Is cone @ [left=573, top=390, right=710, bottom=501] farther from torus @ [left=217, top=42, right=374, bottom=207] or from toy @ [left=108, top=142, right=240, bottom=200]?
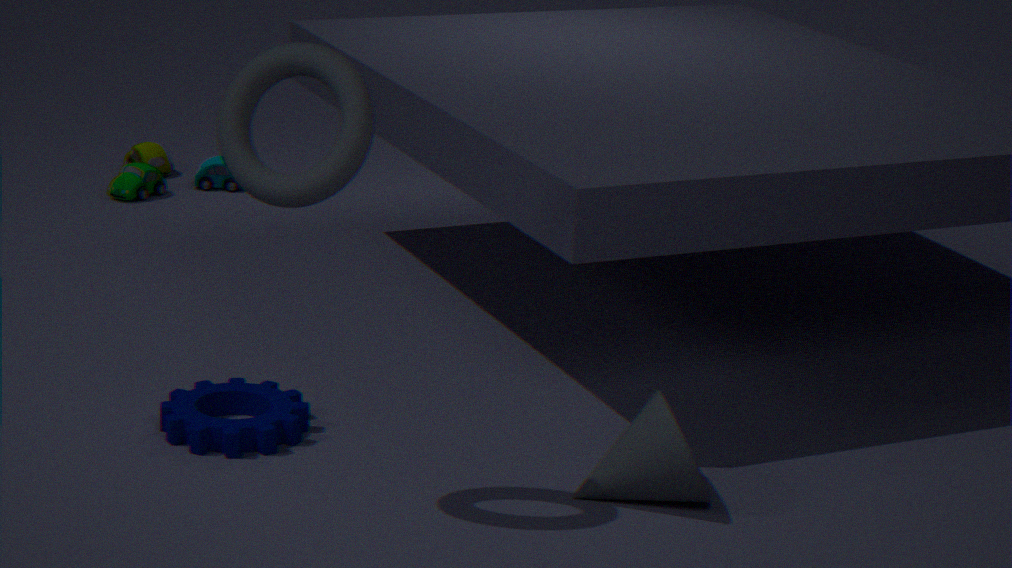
toy @ [left=108, top=142, right=240, bottom=200]
